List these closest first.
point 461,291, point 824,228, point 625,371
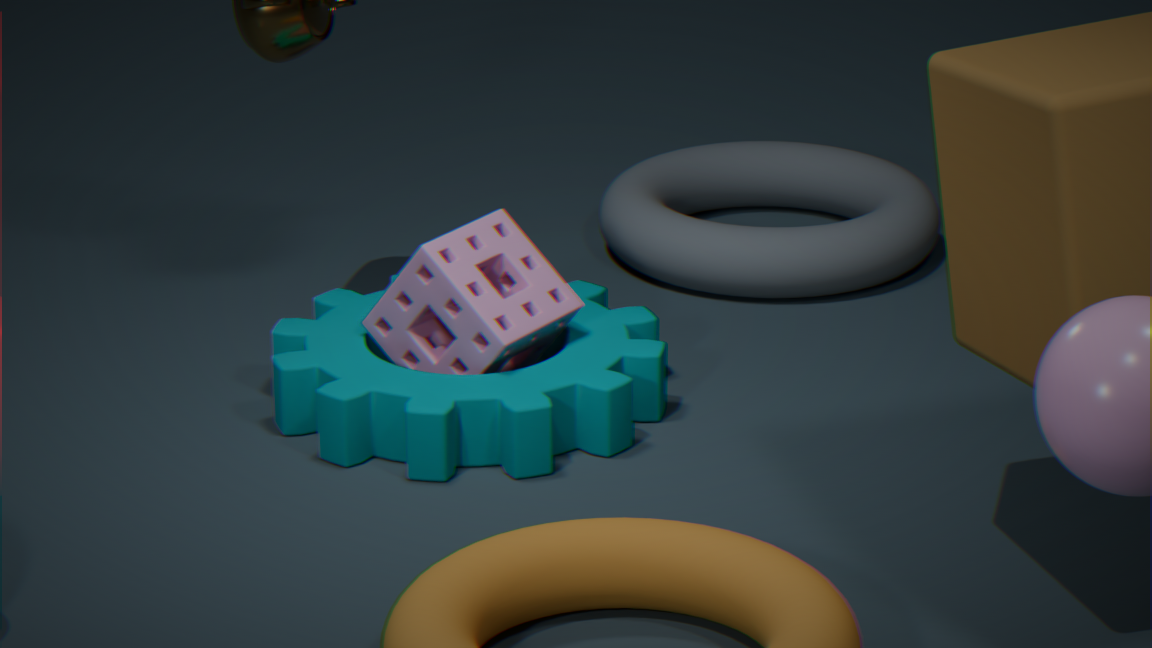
point 461,291
point 625,371
point 824,228
